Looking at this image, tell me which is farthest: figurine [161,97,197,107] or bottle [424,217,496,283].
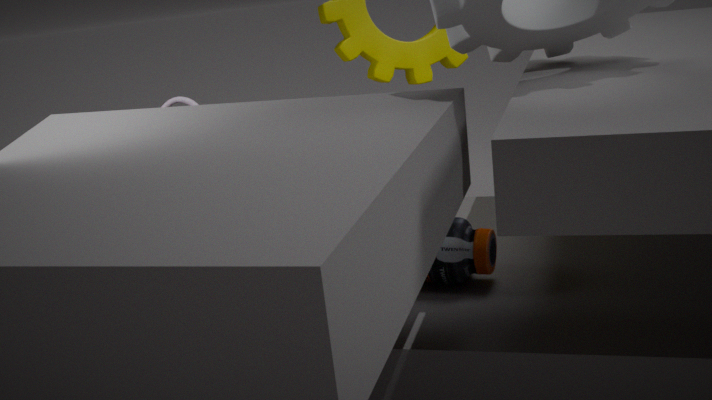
figurine [161,97,197,107]
